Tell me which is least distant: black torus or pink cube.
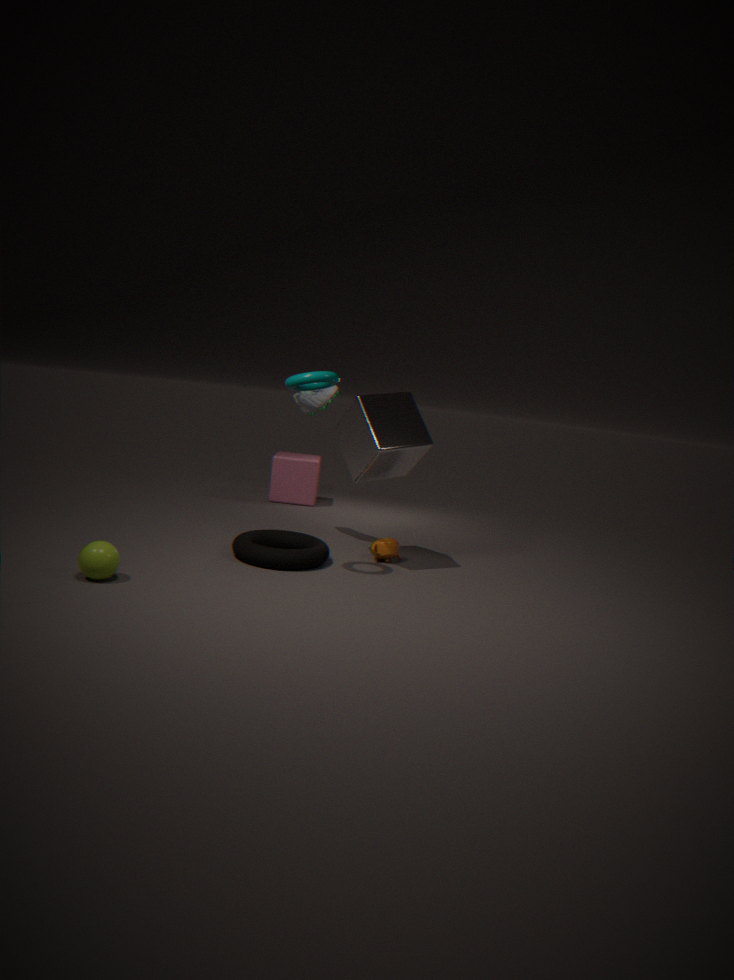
black torus
